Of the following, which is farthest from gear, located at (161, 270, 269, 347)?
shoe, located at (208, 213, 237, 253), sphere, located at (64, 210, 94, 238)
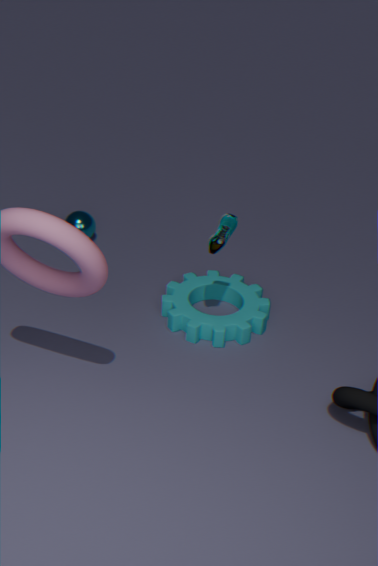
sphere, located at (64, 210, 94, 238)
